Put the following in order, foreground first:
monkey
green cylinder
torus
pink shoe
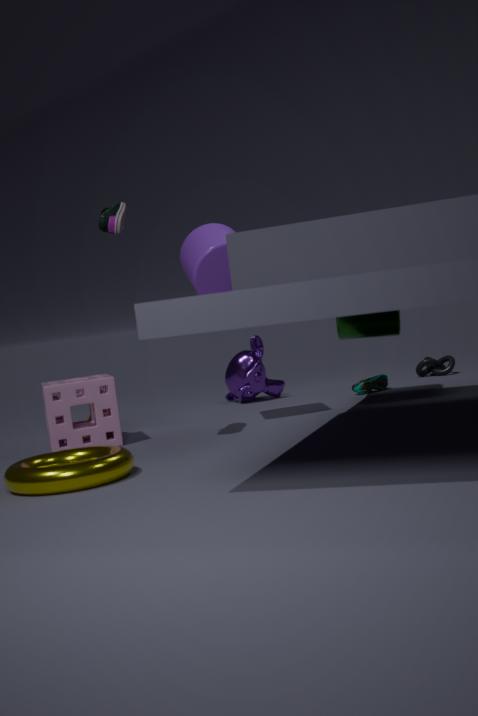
torus, pink shoe, green cylinder, monkey
